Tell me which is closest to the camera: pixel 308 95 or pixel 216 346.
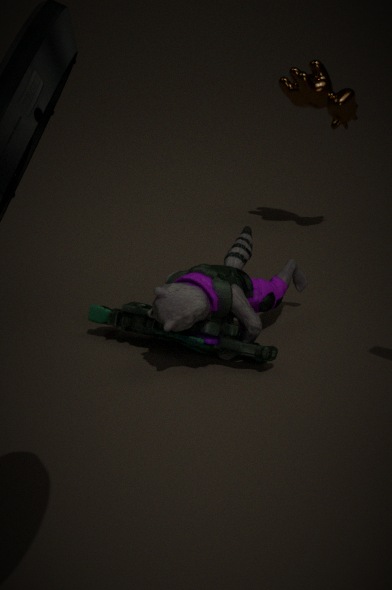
pixel 216 346
